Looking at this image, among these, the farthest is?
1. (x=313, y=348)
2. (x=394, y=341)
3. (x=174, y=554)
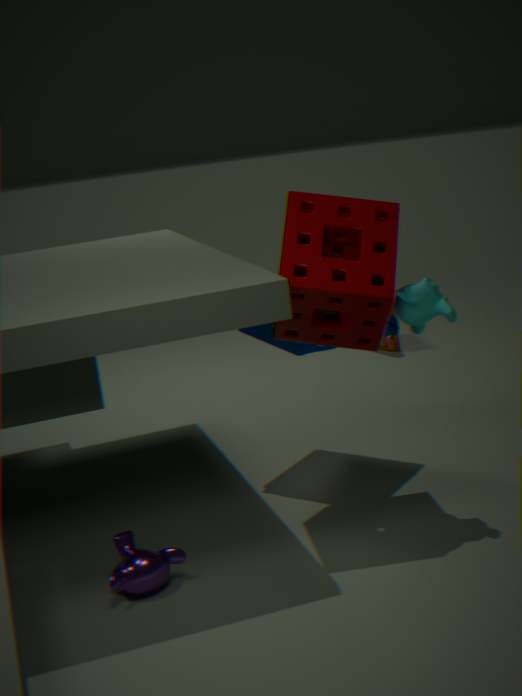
(x=394, y=341)
